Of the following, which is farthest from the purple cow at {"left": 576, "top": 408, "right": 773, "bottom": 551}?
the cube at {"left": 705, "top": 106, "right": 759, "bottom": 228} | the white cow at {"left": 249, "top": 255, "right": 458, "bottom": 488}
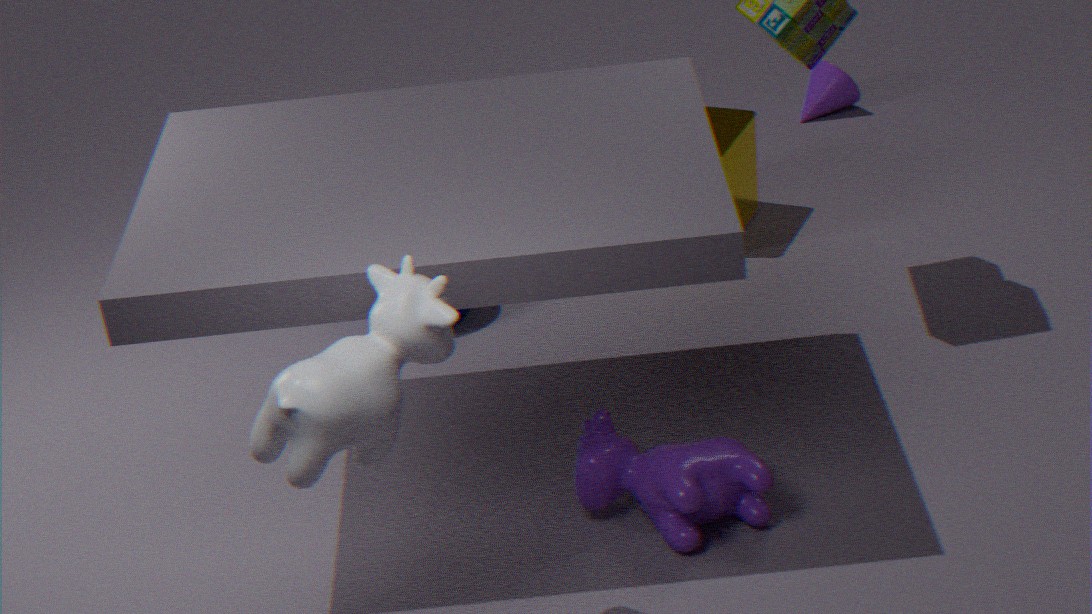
the cube at {"left": 705, "top": 106, "right": 759, "bottom": 228}
